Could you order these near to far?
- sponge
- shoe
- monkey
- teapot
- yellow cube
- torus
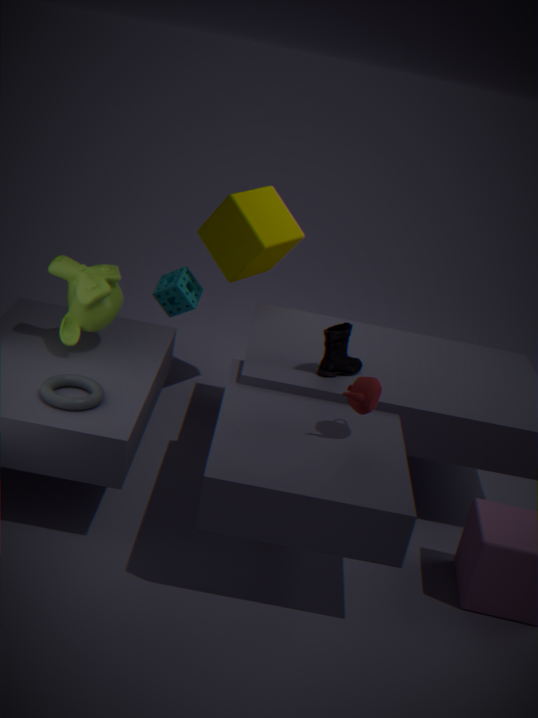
teapot → torus → monkey → shoe → yellow cube → sponge
